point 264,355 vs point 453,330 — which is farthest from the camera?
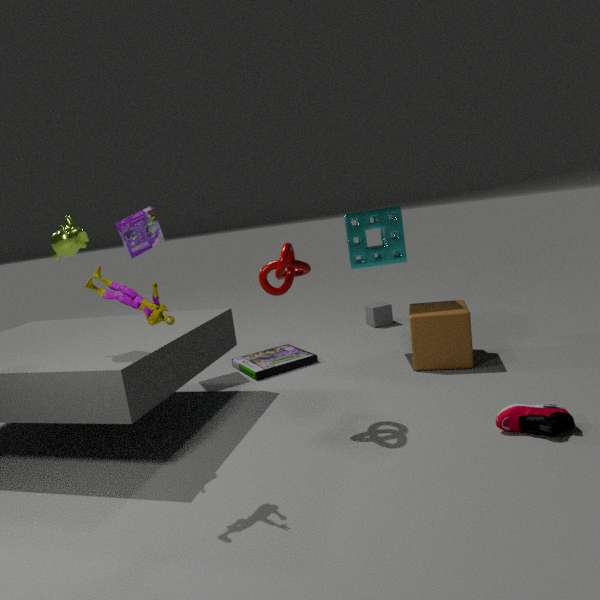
point 264,355
